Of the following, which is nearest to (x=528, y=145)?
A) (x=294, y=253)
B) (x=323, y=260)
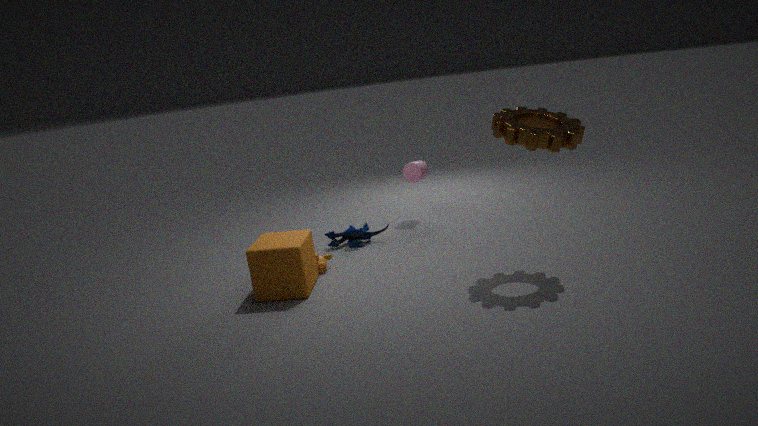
(x=323, y=260)
